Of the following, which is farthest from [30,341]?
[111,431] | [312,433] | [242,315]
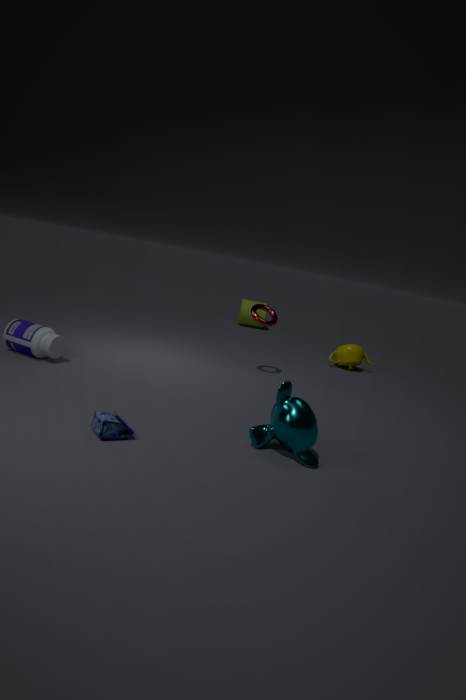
[242,315]
